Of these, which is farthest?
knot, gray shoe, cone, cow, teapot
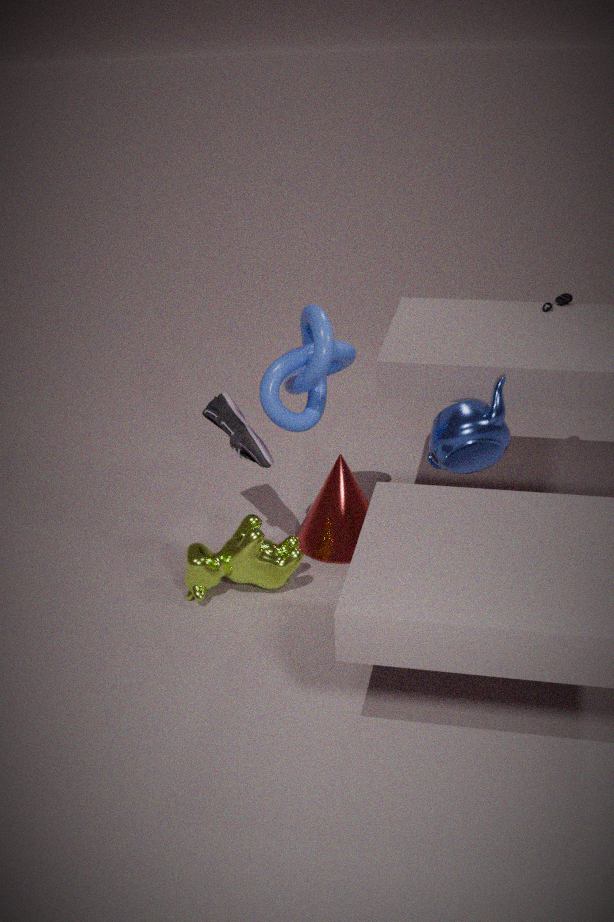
cone
